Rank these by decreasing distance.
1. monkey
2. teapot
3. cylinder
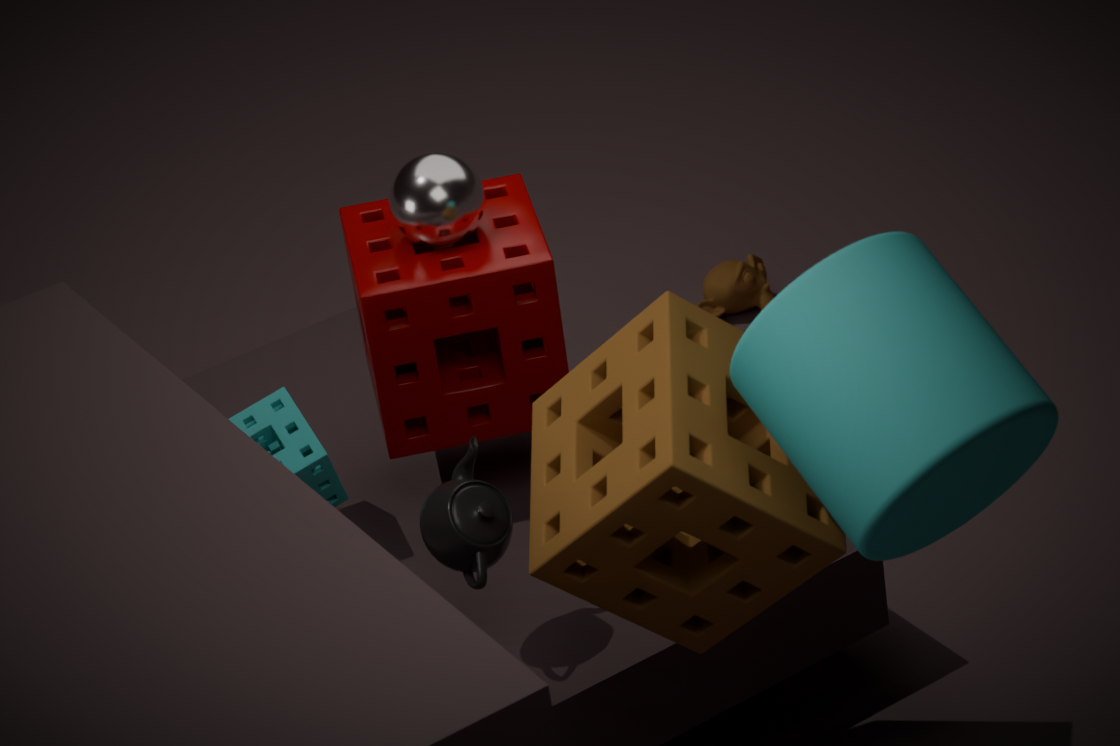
1. monkey
2. teapot
3. cylinder
